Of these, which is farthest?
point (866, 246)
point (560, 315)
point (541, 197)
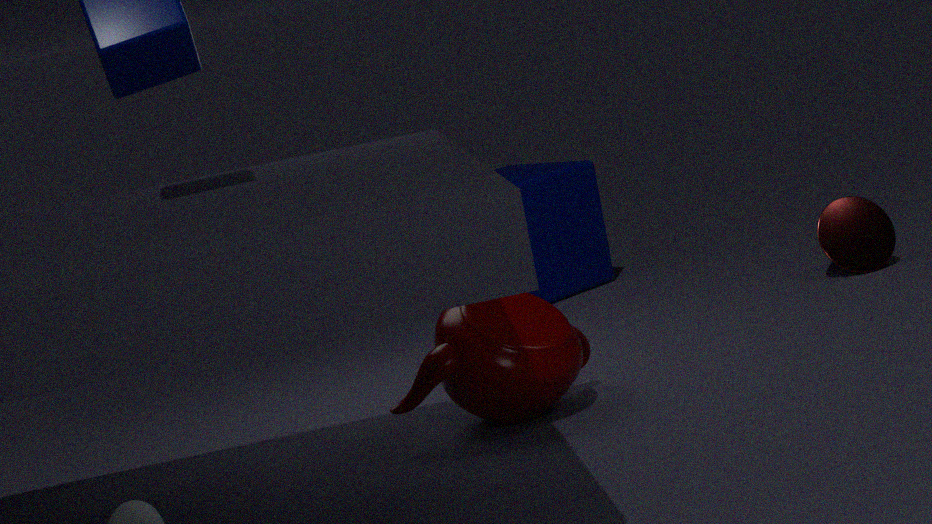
point (541, 197)
